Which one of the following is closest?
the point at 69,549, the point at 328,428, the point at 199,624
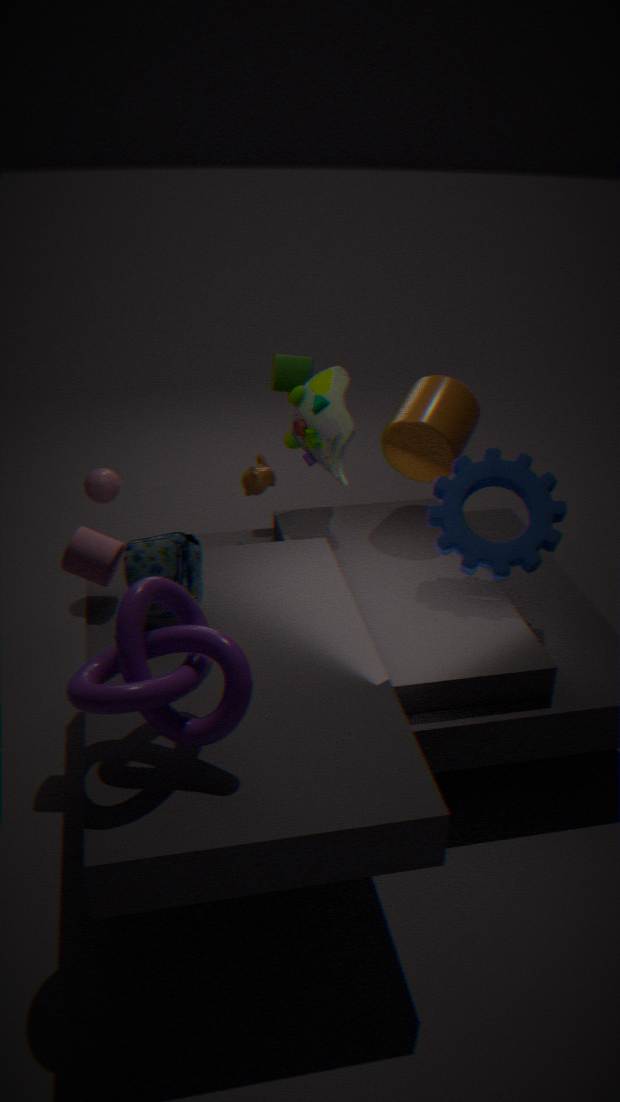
the point at 199,624
